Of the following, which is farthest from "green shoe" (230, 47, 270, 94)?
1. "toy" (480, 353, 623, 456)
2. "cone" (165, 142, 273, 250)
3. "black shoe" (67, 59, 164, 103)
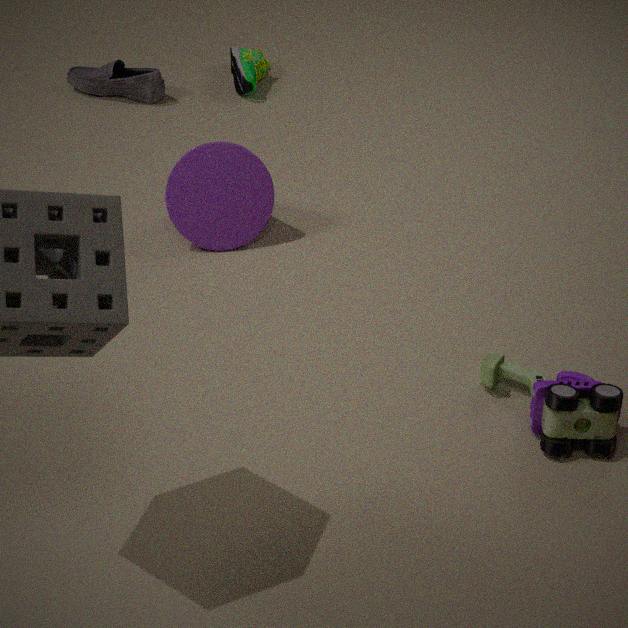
"toy" (480, 353, 623, 456)
